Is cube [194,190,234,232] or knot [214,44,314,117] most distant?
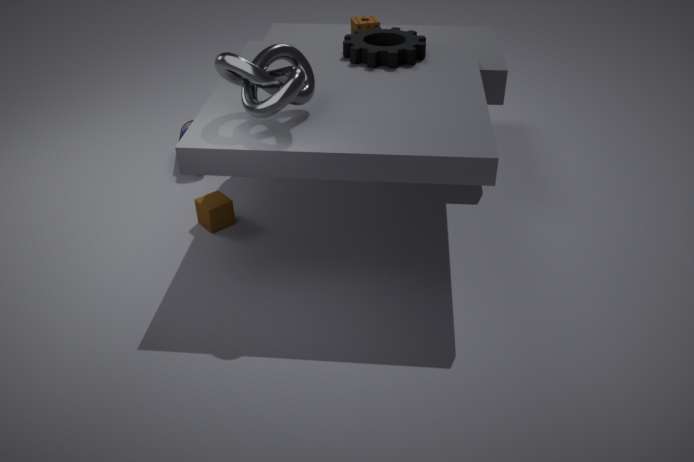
cube [194,190,234,232]
